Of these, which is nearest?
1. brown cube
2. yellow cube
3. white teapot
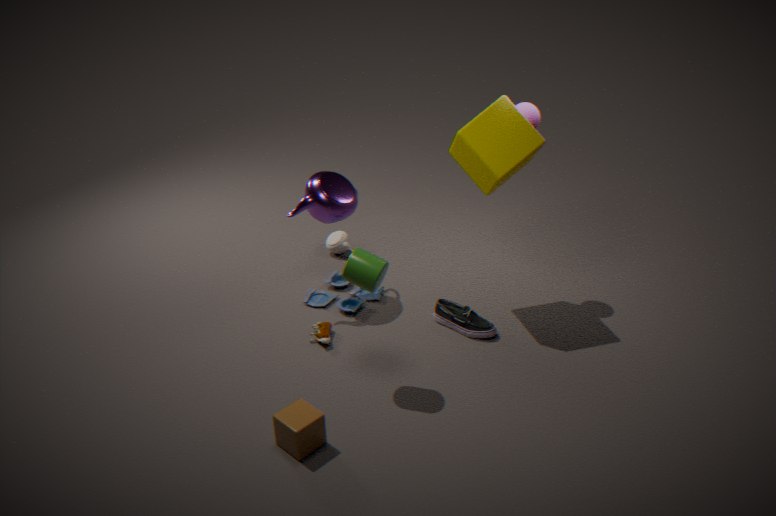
brown cube
